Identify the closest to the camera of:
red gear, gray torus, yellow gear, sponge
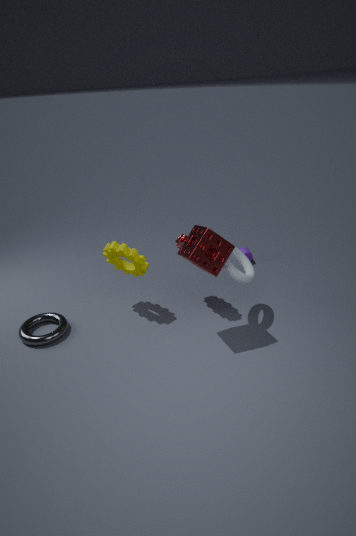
sponge
